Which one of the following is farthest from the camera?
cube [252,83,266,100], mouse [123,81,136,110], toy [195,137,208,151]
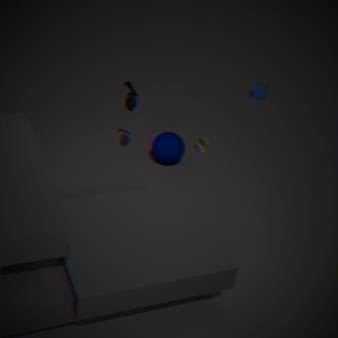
cube [252,83,266,100]
